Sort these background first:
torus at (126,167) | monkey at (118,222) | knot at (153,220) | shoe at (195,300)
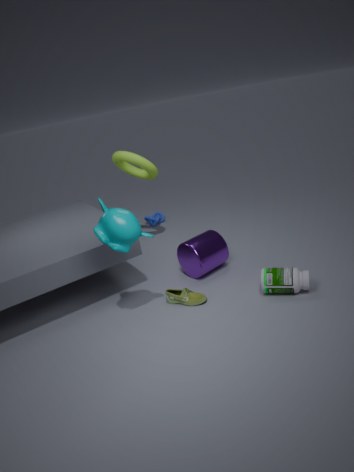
knot at (153,220), torus at (126,167), shoe at (195,300), monkey at (118,222)
